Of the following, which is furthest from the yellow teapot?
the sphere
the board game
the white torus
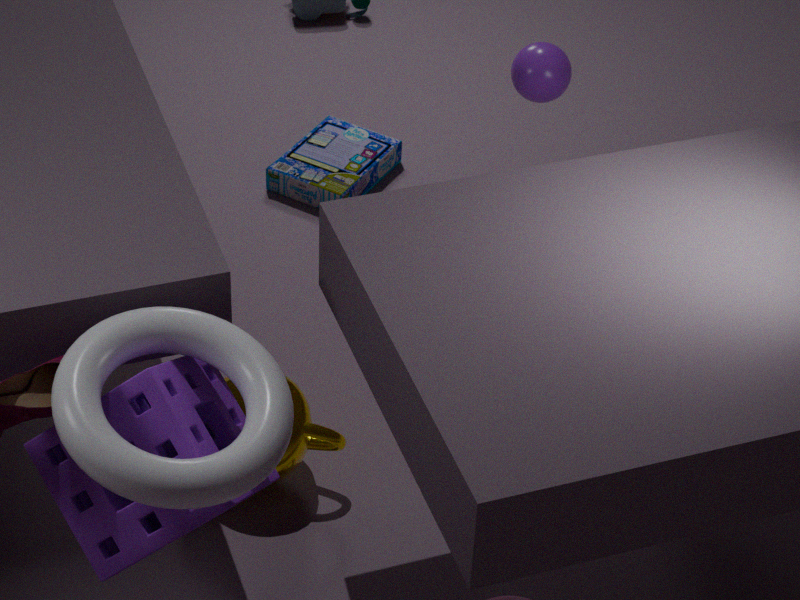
the sphere
